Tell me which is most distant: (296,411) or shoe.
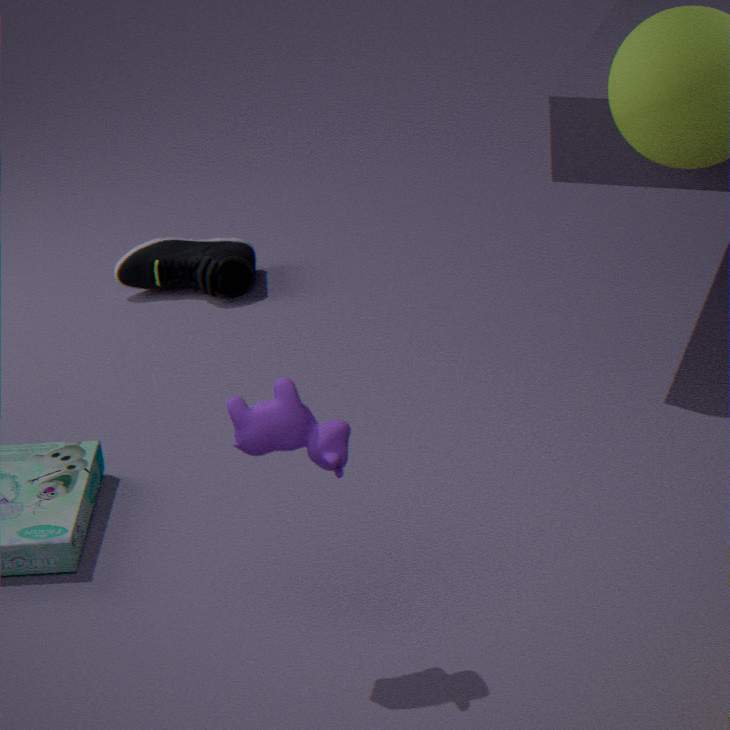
(296,411)
